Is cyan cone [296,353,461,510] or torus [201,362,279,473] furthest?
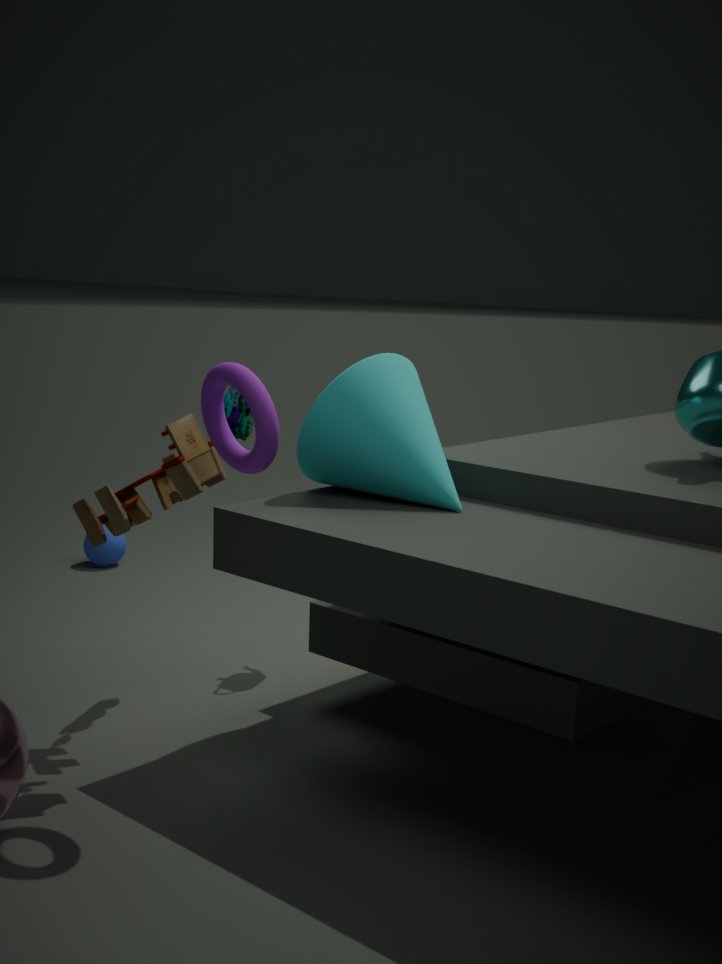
cyan cone [296,353,461,510]
